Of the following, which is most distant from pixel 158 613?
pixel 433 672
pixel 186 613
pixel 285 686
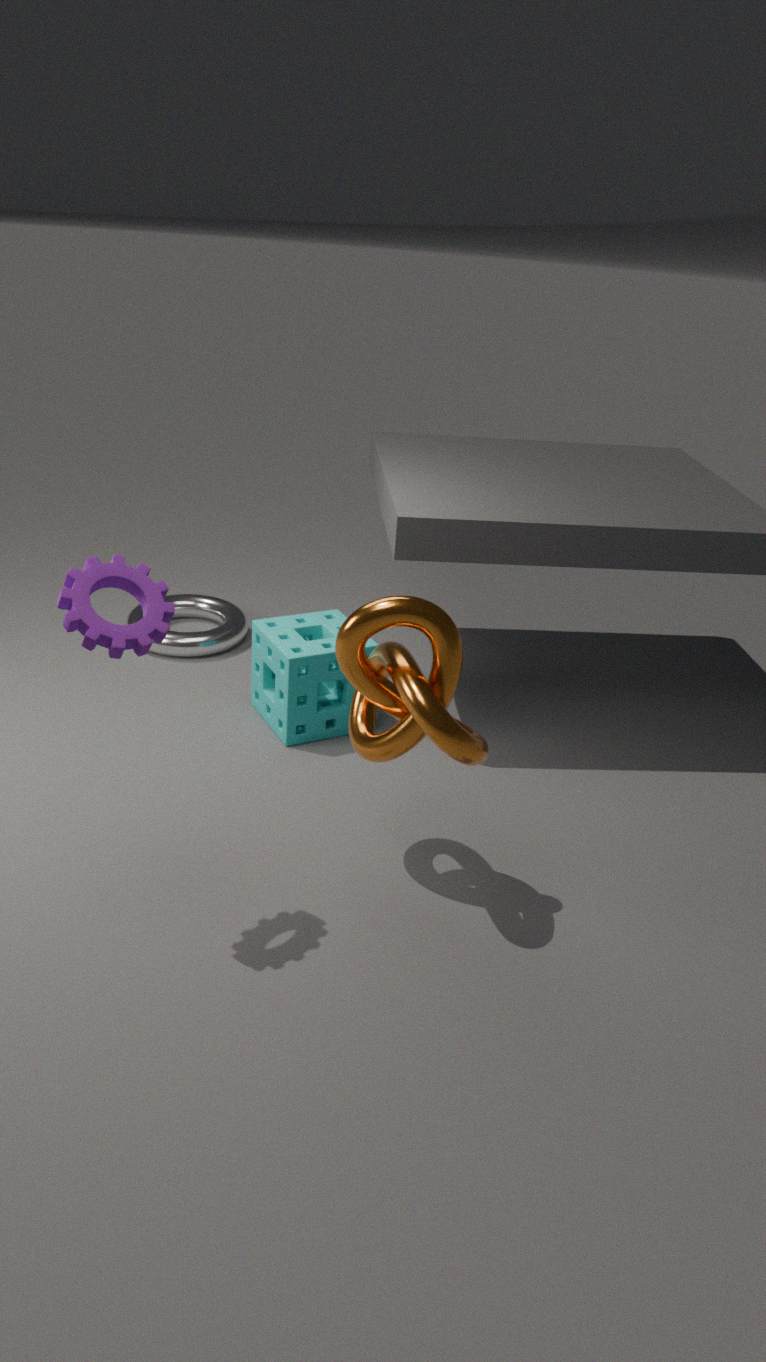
pixel 186 613
